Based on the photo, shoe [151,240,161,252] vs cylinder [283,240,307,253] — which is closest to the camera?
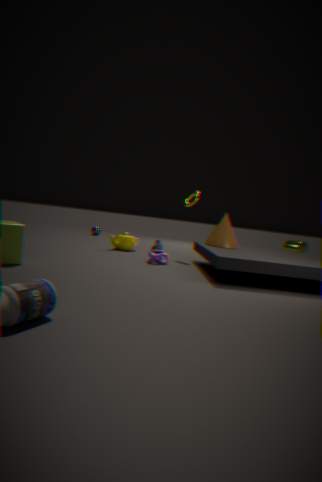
shoe [151,240,161,252]
